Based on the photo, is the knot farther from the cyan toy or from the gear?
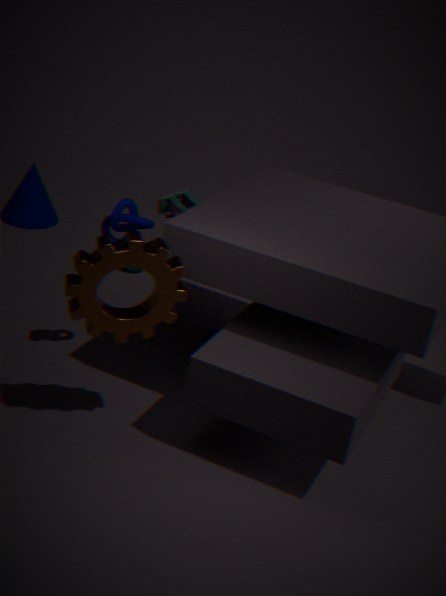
the gear
